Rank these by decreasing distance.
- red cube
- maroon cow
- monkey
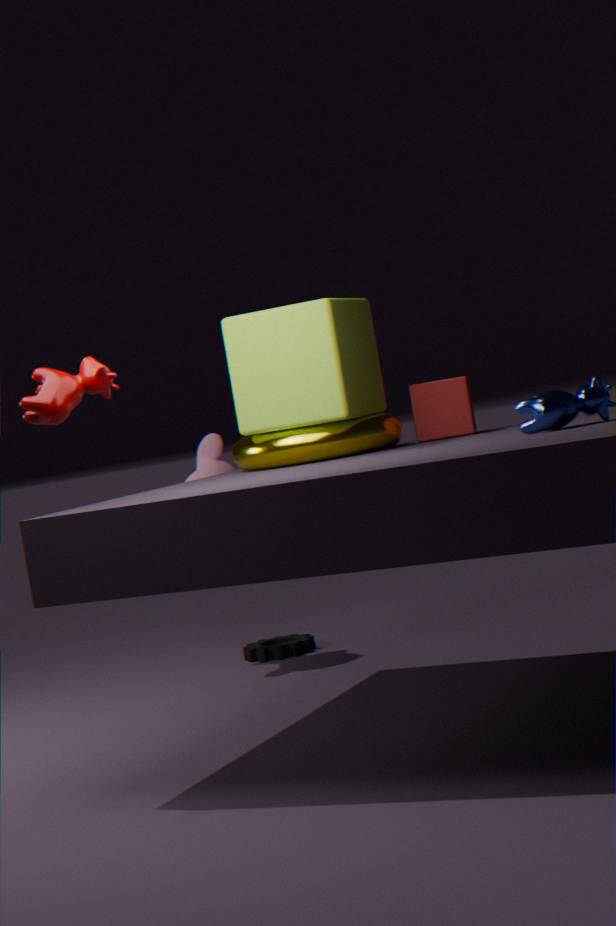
monkey, red cube, maroon cow
